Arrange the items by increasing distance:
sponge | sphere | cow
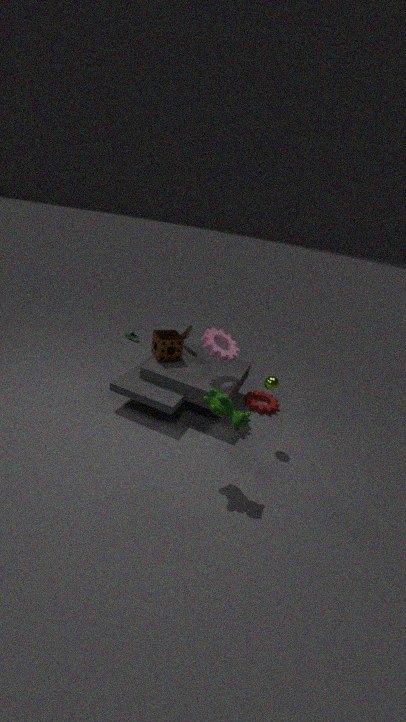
cow → sphere → sponge
